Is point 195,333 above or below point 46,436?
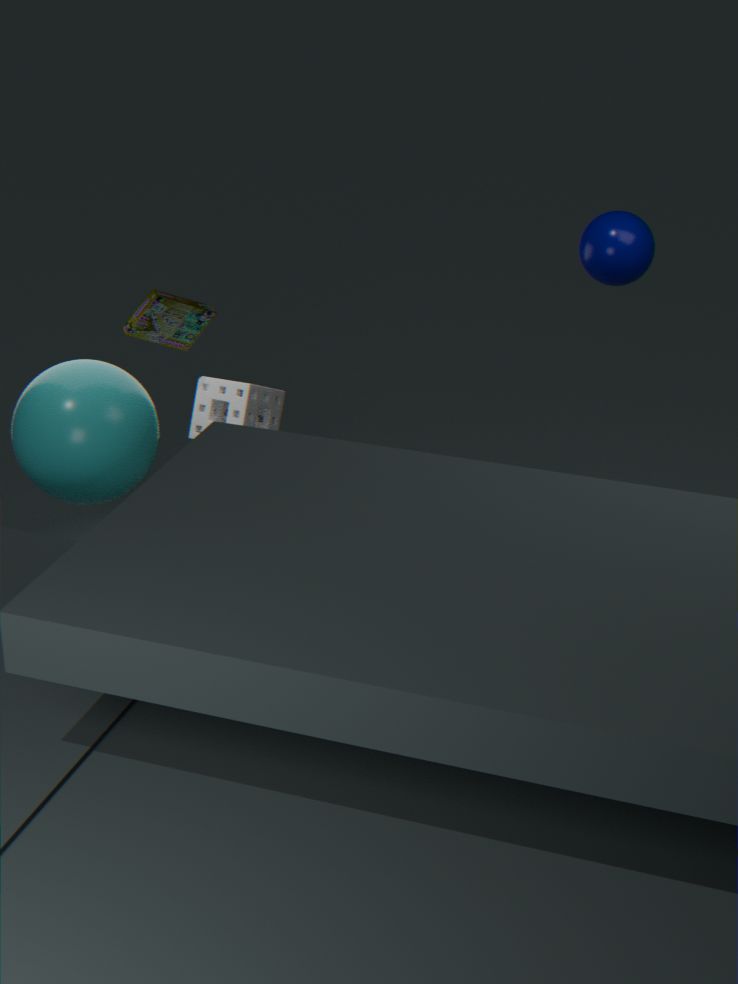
above
